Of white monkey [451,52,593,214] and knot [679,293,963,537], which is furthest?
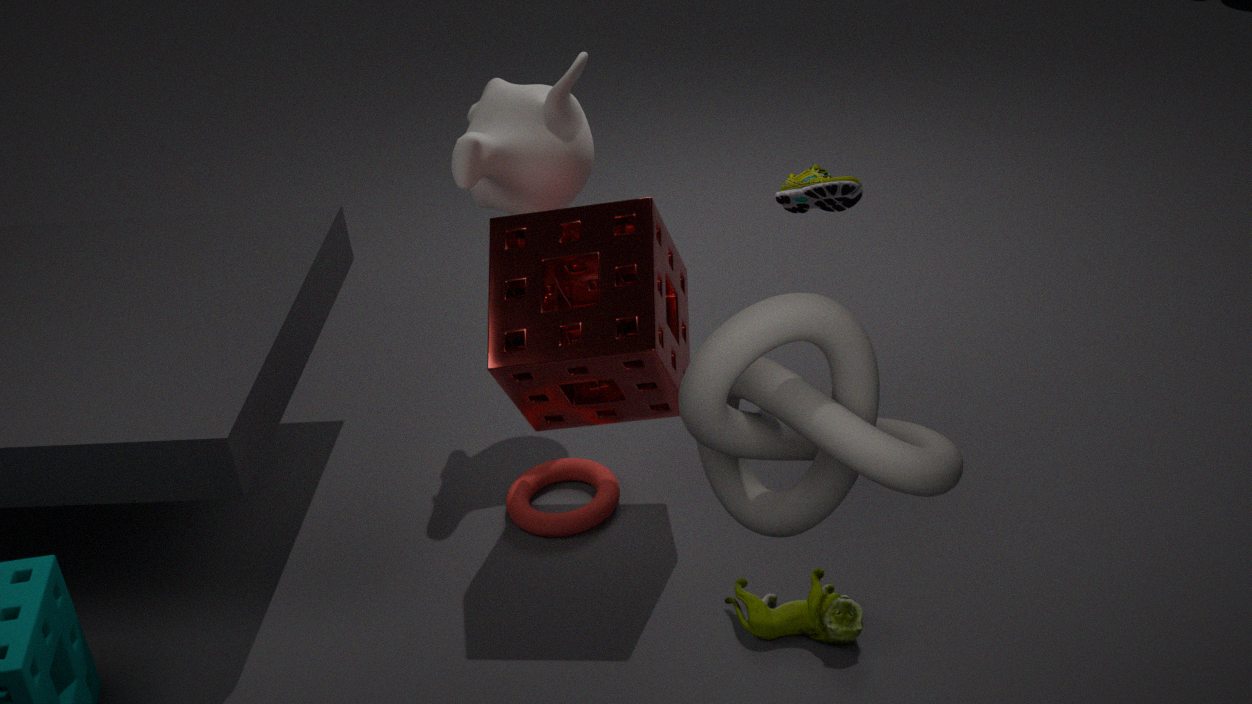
white monkey [451,52,593,214]
